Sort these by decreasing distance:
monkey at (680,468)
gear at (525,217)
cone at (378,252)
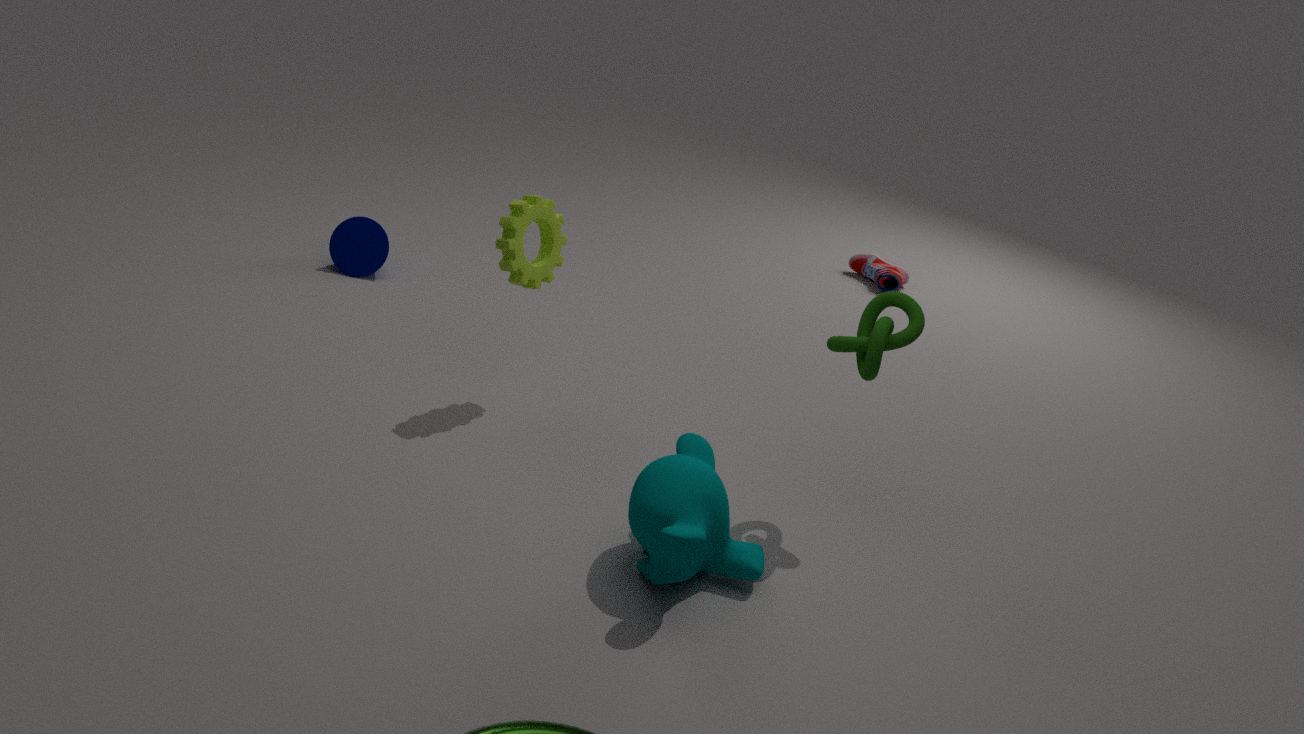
cone at (378,252)
gear at (525,217)
monkey at (680,468)
